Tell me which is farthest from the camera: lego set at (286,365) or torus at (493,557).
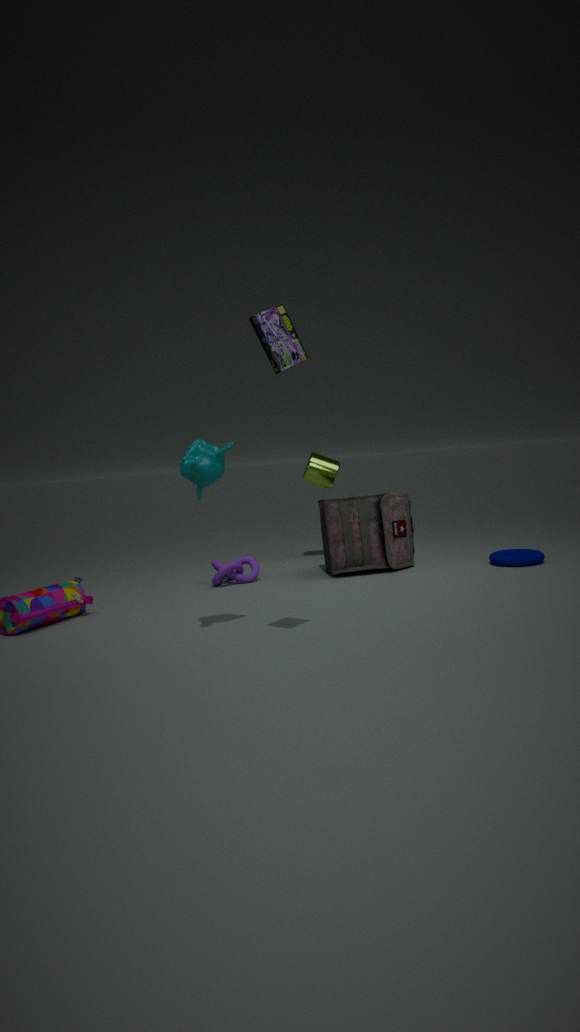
torus at (493,557)
